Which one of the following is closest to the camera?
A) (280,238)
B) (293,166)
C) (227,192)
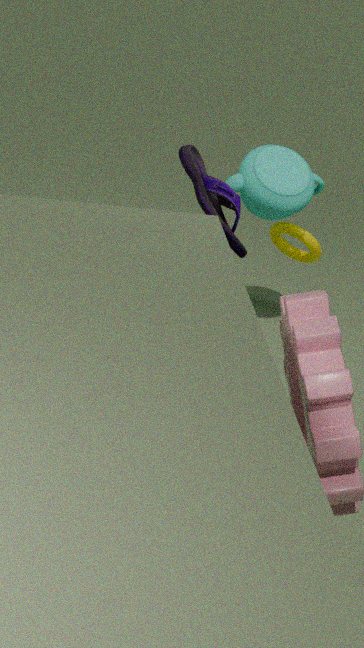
(227,192)
